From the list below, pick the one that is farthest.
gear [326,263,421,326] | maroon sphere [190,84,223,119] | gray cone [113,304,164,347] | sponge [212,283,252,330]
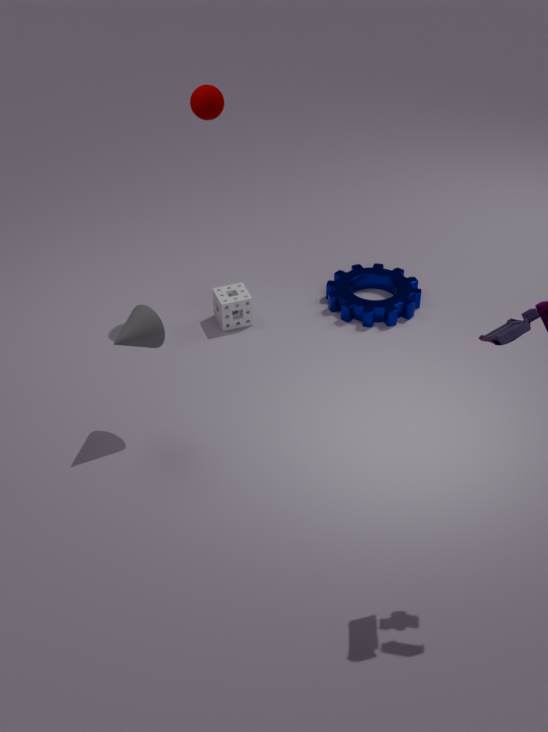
gear [326,263,421,326]
